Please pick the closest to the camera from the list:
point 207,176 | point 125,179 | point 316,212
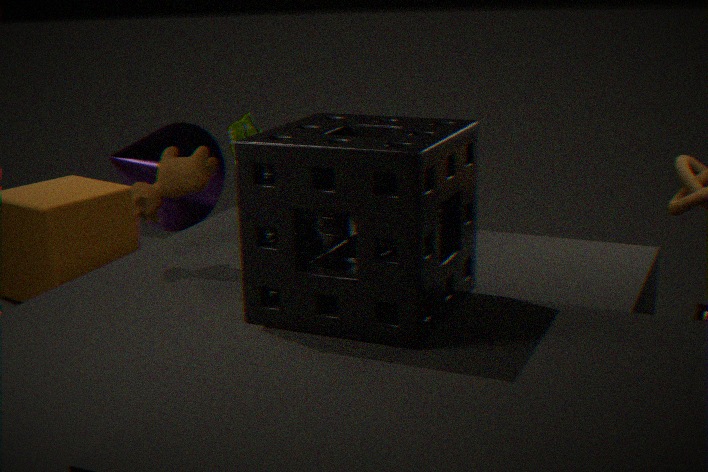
point 316,212
